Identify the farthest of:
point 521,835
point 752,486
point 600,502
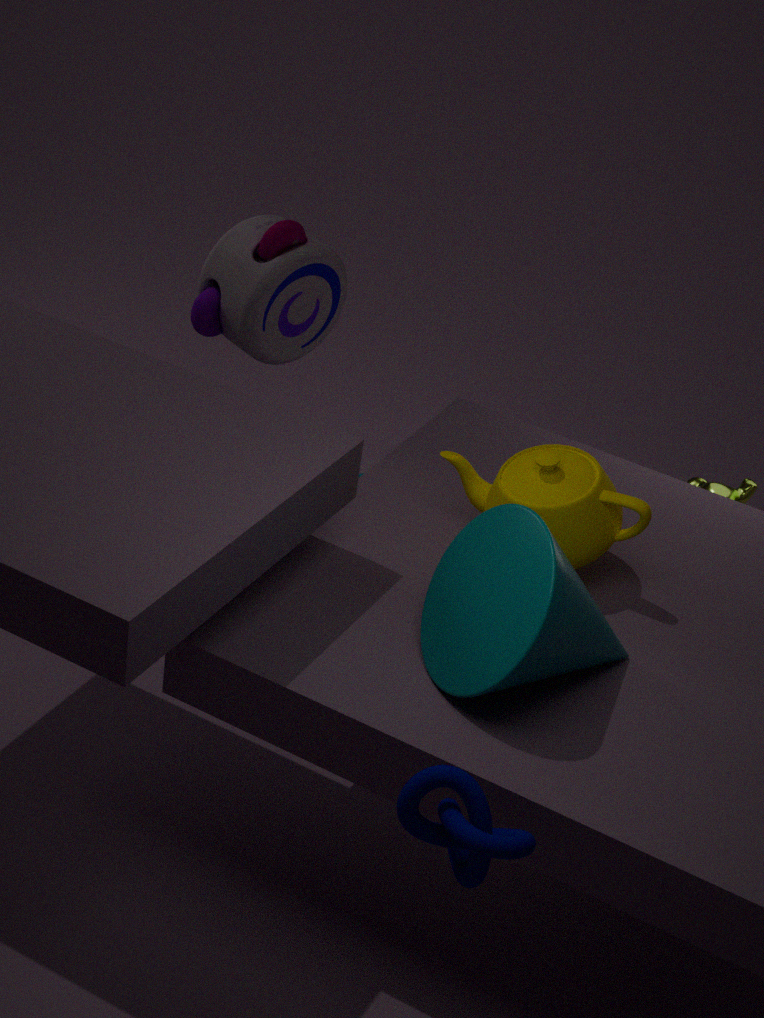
point 752,486
